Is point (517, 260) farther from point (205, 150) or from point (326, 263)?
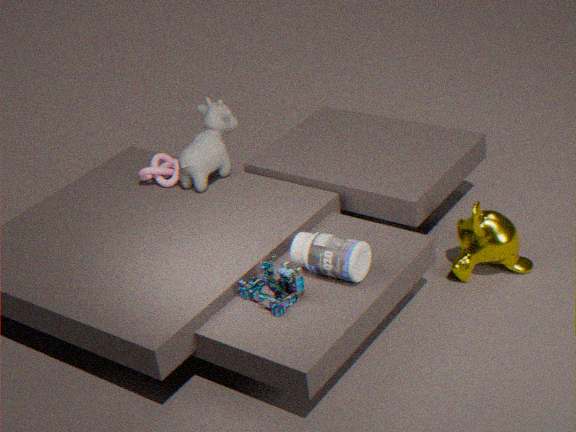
point (205, 150)
